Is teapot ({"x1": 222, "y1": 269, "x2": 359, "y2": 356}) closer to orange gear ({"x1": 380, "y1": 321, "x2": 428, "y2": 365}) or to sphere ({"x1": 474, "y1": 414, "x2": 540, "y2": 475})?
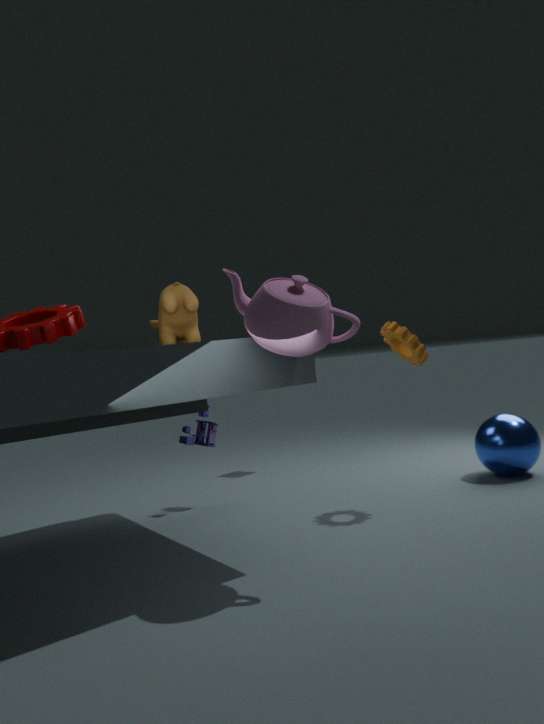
orange gear ({"x1": 380, "y1": 321, "x2": 428, "y2": 365})
